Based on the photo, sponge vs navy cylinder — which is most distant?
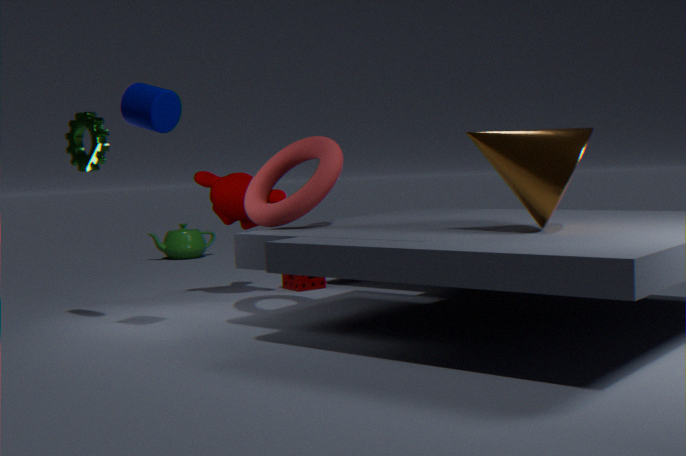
sponge
